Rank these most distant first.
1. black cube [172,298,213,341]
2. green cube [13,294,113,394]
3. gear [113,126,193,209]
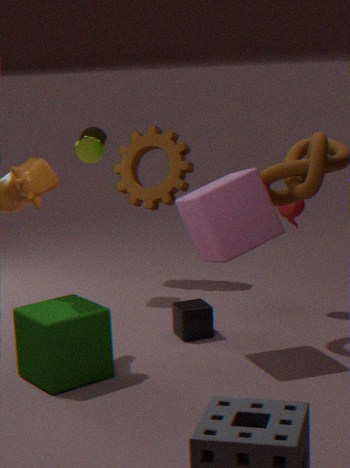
1. gear [113,126,193,209]
2. black cube [172,298,213,341]
3. green cube [13,294,113,394]
